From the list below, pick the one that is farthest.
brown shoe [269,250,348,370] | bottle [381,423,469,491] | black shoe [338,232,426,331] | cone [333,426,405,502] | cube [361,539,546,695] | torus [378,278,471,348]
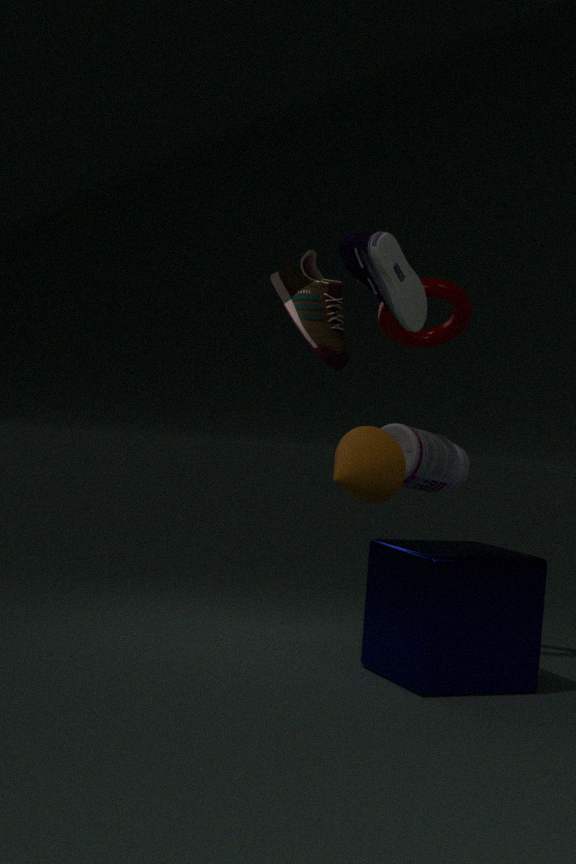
brown shoe [269,250,348,370]
